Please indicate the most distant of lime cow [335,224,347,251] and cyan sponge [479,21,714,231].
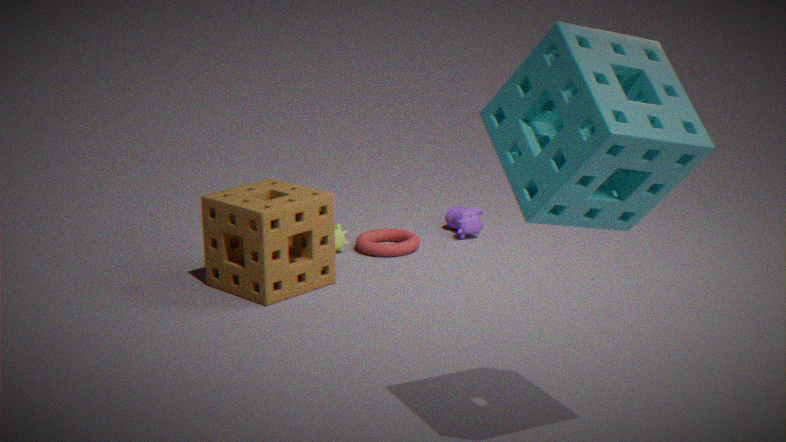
lime cow [335,224,347,251]
